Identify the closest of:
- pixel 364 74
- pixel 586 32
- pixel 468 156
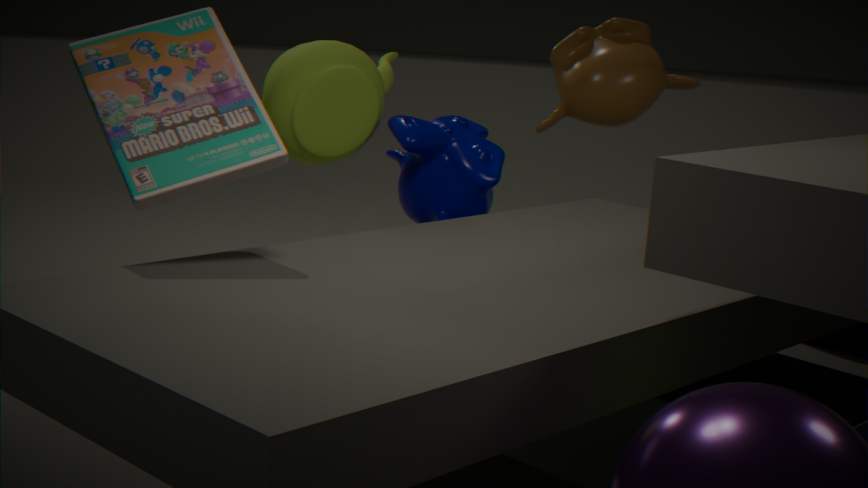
pixel 364 74
